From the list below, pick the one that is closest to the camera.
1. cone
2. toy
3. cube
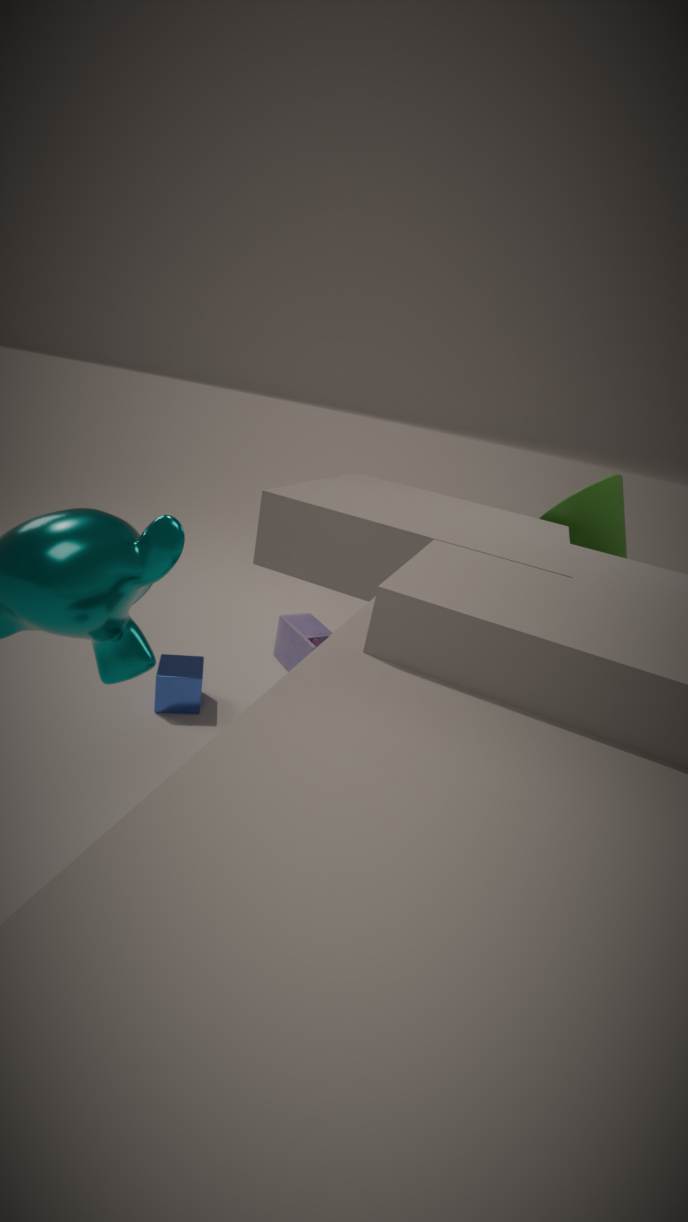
cube
